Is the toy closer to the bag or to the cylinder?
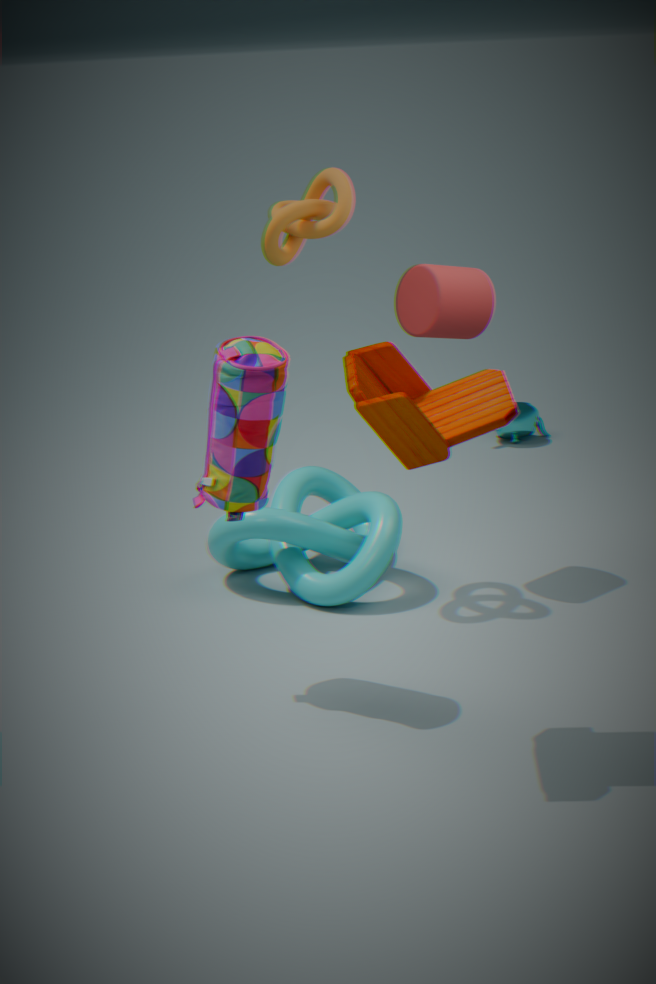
the bag
